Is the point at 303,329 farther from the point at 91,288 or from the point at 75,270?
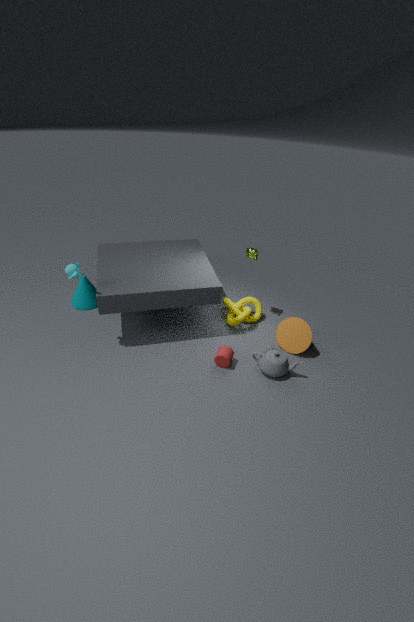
the point at 91,288
